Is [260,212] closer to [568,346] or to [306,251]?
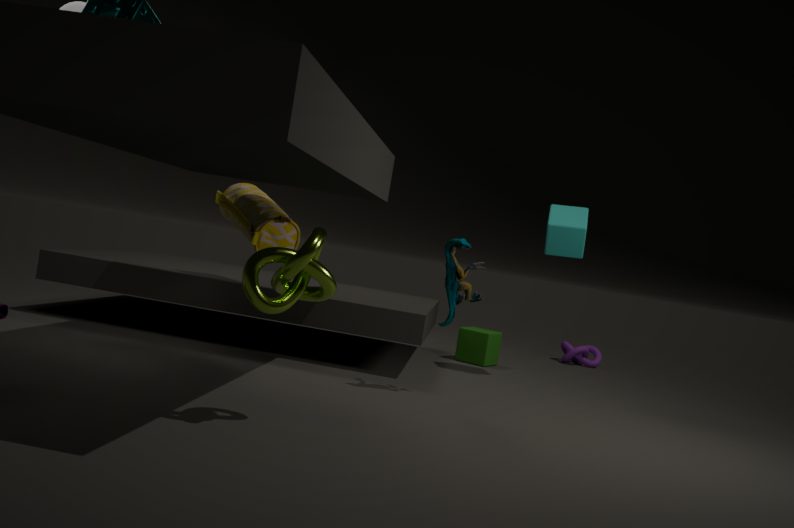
[306,251]
